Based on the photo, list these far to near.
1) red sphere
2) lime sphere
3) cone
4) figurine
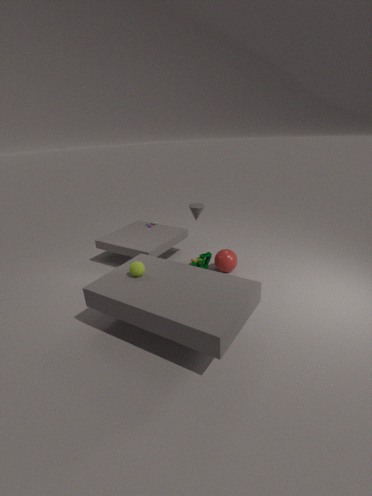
1. red sphere → 4. figurine → 3. cone → 2. lime sphere
